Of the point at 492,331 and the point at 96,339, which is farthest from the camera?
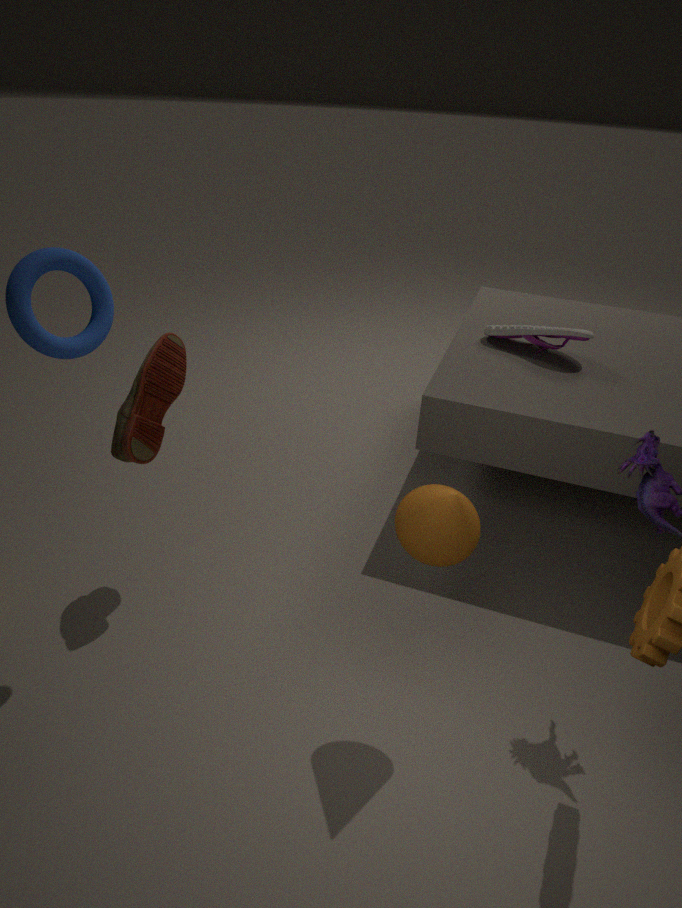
the point at 492,331
